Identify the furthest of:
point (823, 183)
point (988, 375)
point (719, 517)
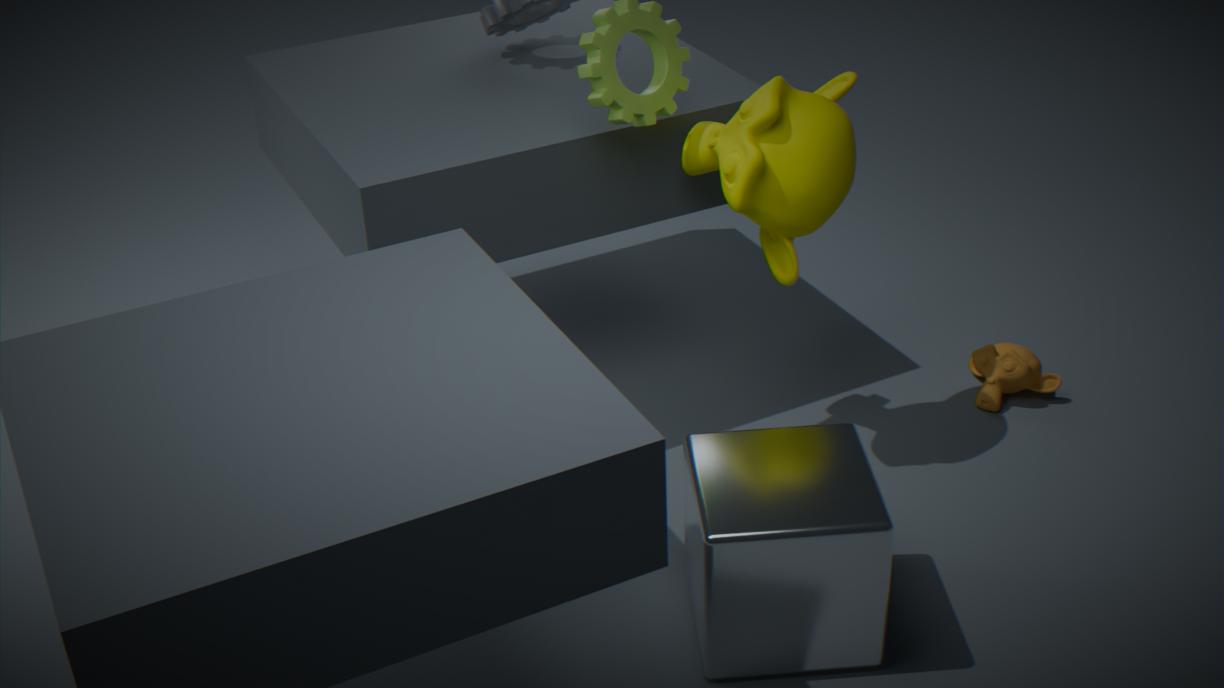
point (988, 375)
